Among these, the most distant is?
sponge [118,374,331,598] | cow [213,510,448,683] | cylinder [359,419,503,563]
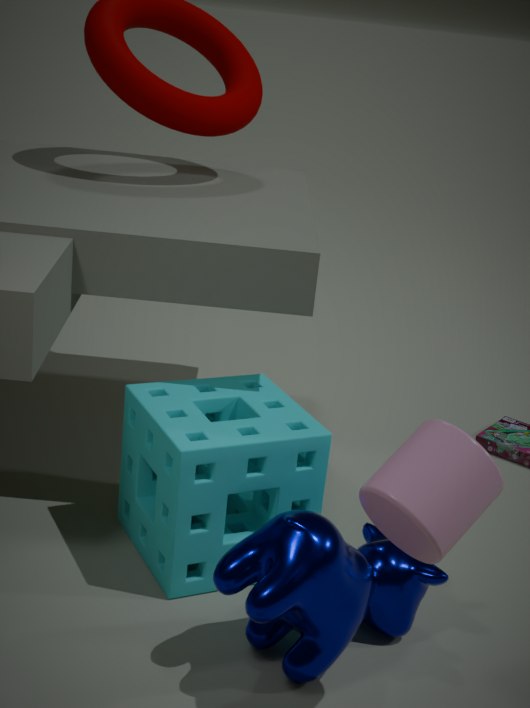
sponge [118,374,331,598]
